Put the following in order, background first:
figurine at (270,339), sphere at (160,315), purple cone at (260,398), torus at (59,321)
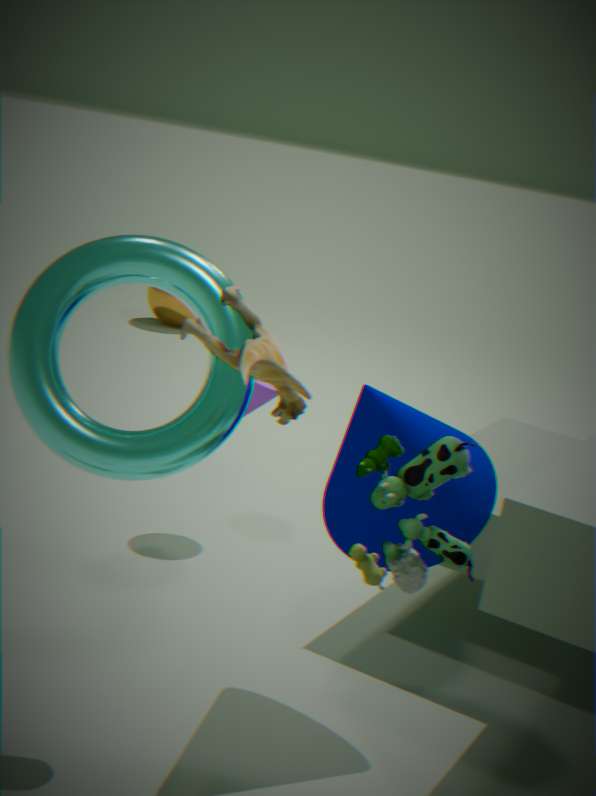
sphere at (160,315) → purple cone at (260,398) → torus at (59,321) → figurine at (270,339)
